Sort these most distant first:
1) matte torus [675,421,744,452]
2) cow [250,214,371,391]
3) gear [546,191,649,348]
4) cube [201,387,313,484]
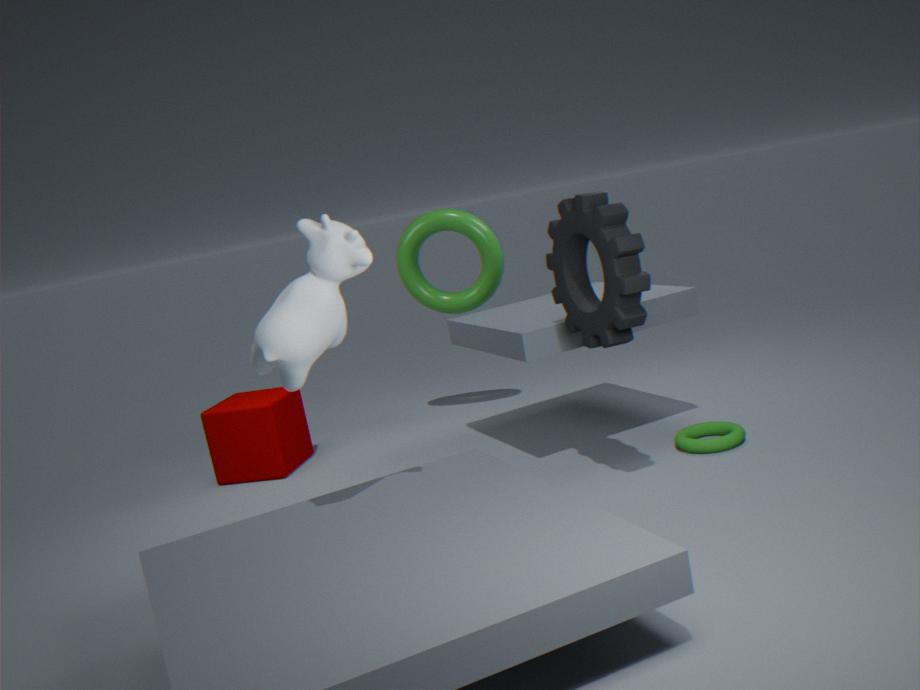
4. cube [201,387,313,484], 1. matte torus [675,421,744,452], 3. gear [546,191,649,348], 2. cow [250,214,371,391]
